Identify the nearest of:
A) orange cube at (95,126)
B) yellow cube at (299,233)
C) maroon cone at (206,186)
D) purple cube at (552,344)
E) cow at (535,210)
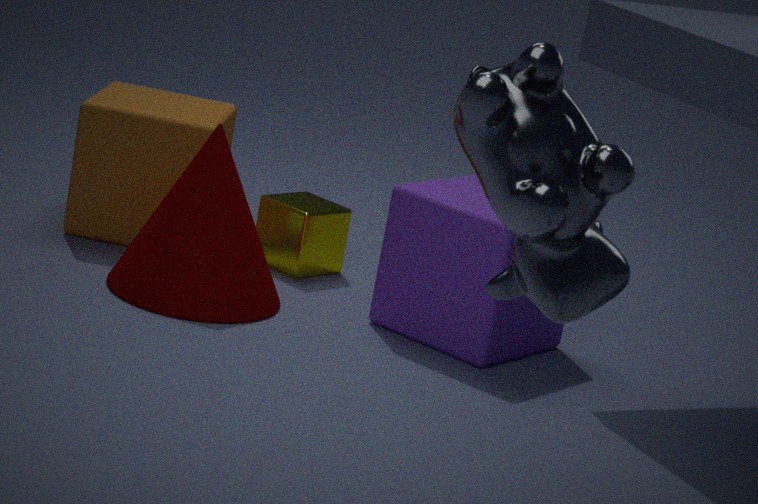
cow at (535,210)
